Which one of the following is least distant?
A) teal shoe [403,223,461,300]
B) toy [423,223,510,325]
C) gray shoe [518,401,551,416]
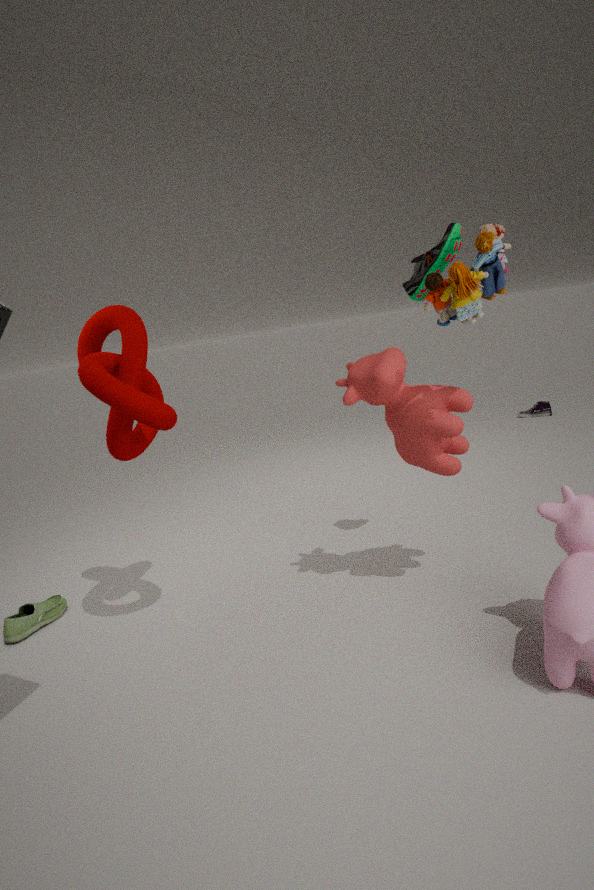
toy [423,223,510,325]
